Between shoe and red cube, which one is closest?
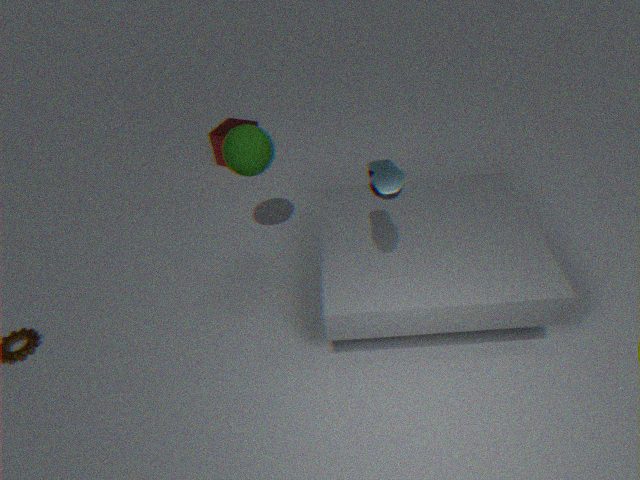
shoe
